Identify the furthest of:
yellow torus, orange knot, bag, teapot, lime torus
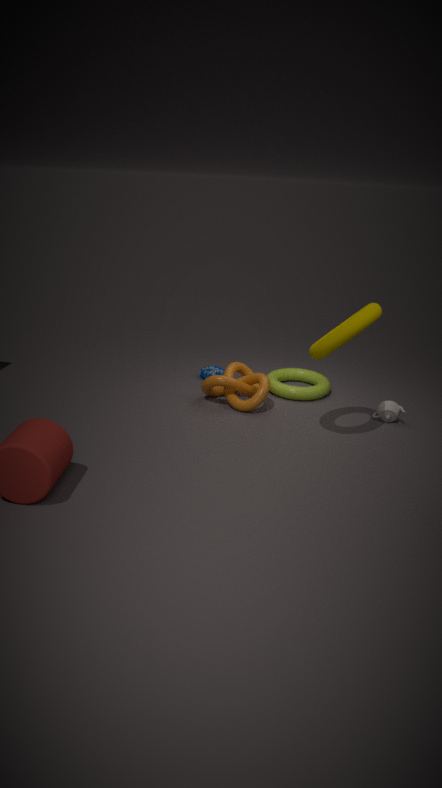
bag
